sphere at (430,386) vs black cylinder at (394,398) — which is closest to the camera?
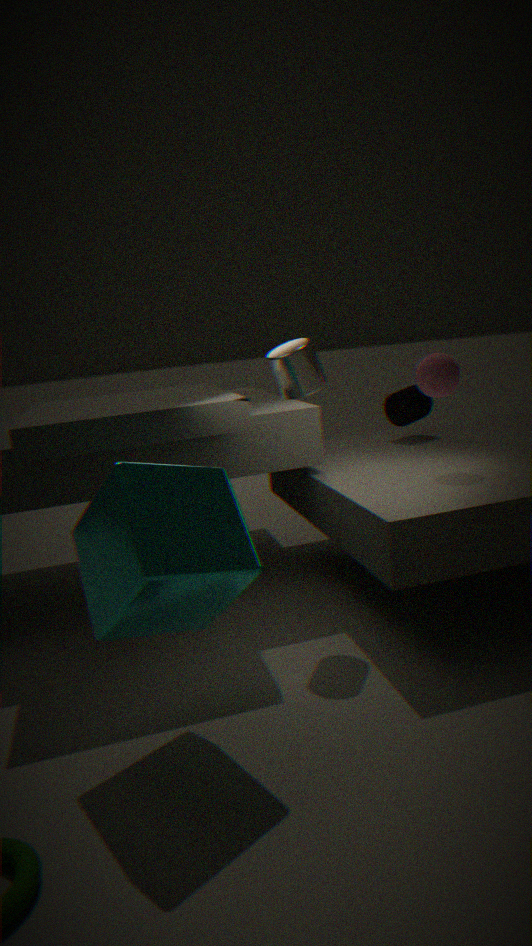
sphere at (430,386)
